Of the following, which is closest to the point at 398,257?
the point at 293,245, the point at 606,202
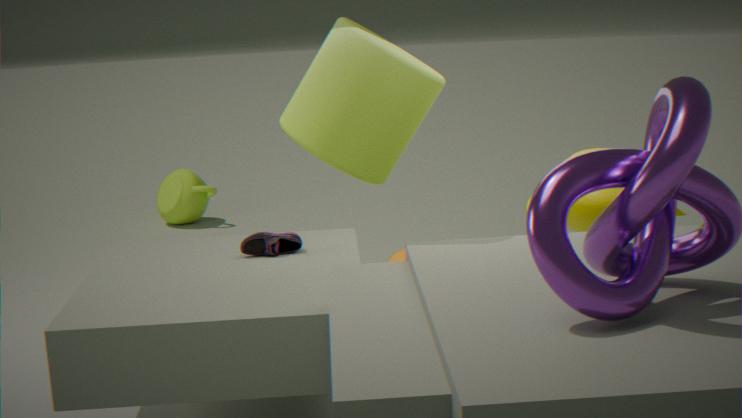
the point at 293,245
